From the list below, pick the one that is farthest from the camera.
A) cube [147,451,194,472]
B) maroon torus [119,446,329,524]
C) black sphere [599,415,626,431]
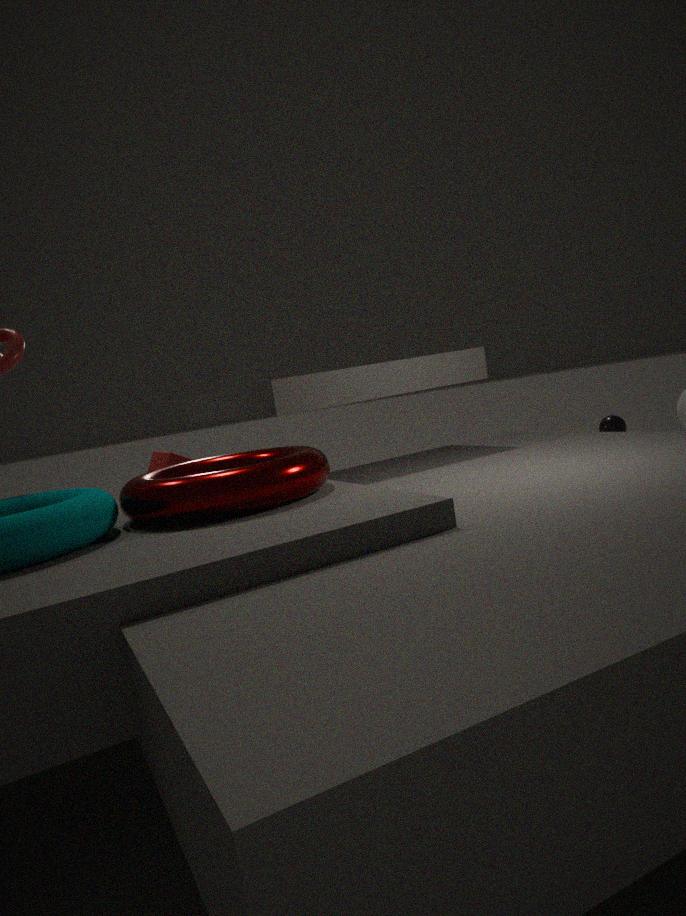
black sphere [599,415,626,431]
